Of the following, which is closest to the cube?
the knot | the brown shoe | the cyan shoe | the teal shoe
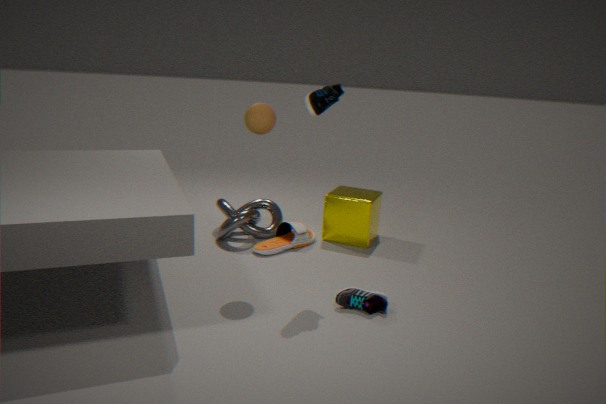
the brown shoe
